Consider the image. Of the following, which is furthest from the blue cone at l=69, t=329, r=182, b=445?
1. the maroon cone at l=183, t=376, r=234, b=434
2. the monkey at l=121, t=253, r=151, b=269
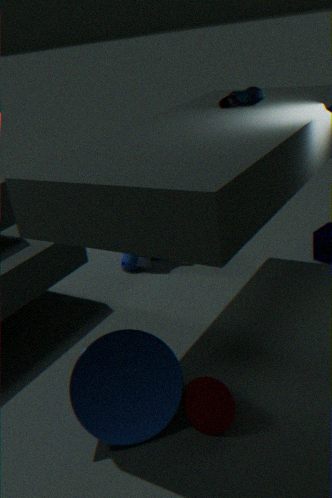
the monkey at l=121, t=253, r=151, b=269
